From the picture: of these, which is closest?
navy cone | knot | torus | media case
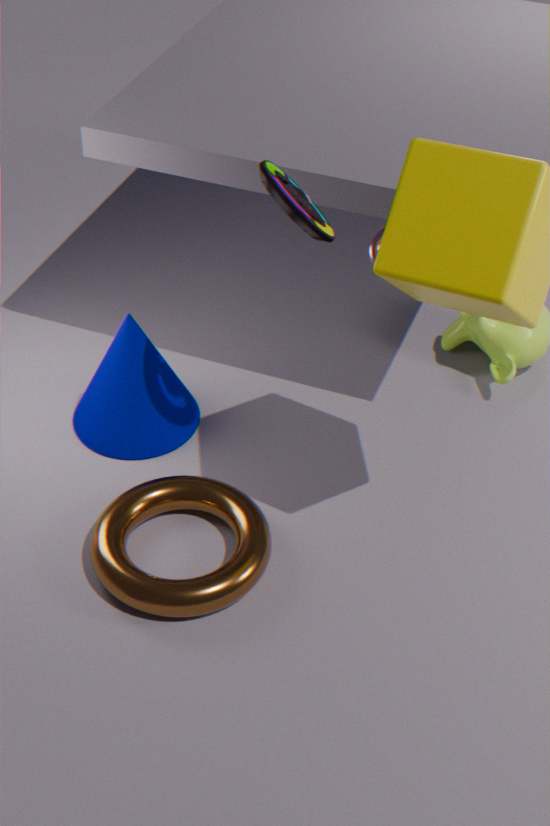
media case
